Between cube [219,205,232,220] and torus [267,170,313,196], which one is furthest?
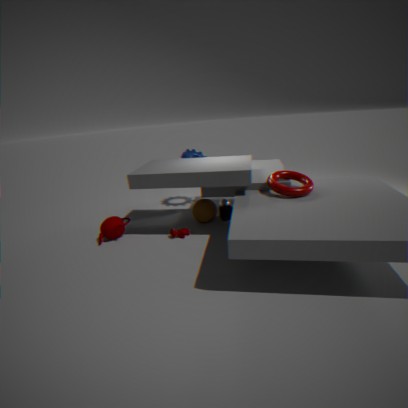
cube [219,205,232,220]
